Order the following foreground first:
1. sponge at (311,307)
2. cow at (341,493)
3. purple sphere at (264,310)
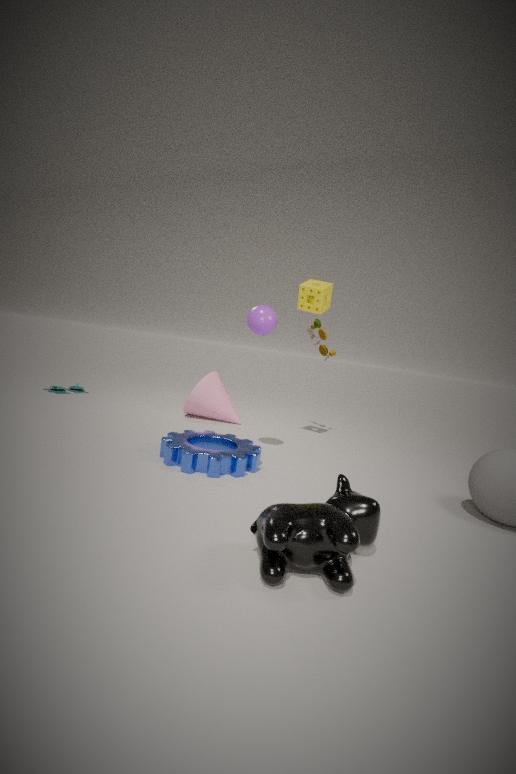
cow at (341,493) < purple sphere at (264,310) < sponge at (311,307)
